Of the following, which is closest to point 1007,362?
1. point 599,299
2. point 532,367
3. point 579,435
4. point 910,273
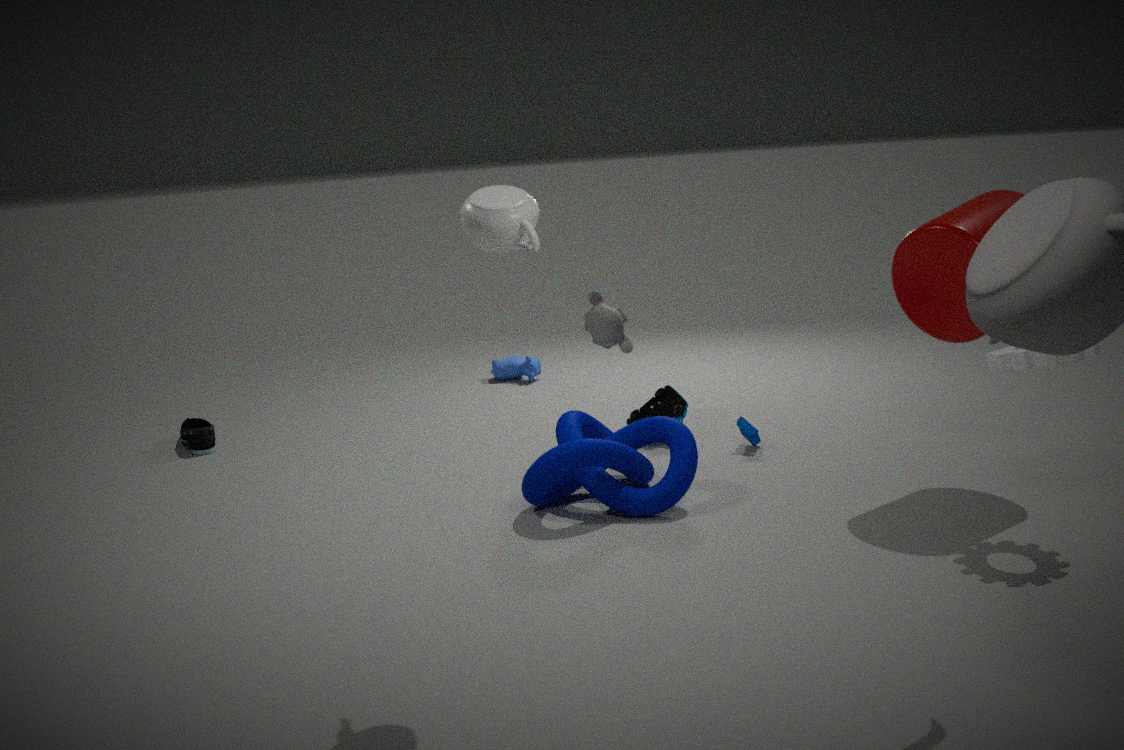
point 910,273
